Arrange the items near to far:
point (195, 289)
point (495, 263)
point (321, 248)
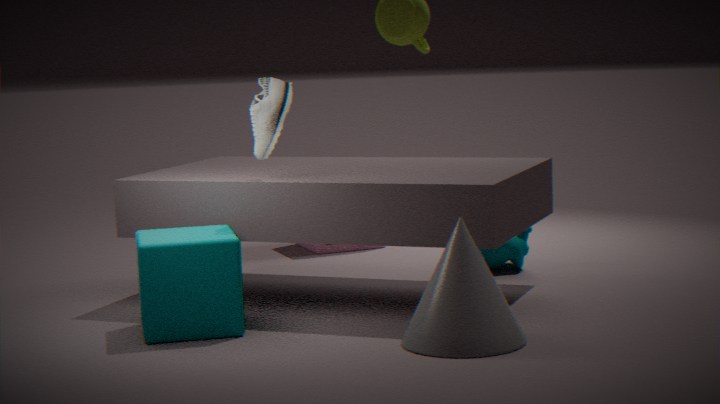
point (195, 289) → point (495, 263) → point (321, 248)
